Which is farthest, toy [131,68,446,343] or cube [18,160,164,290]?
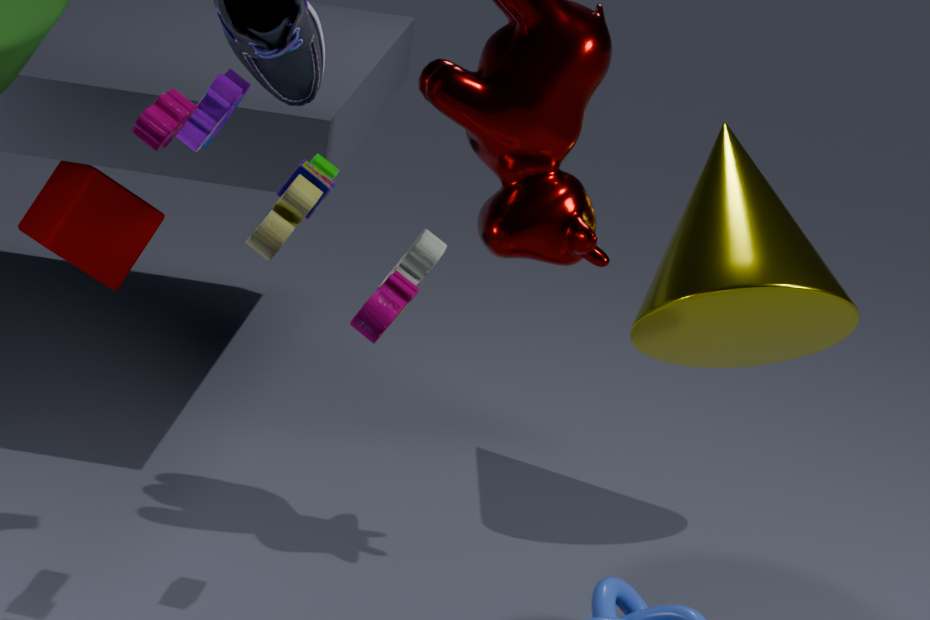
cube [18,160,164,290]
